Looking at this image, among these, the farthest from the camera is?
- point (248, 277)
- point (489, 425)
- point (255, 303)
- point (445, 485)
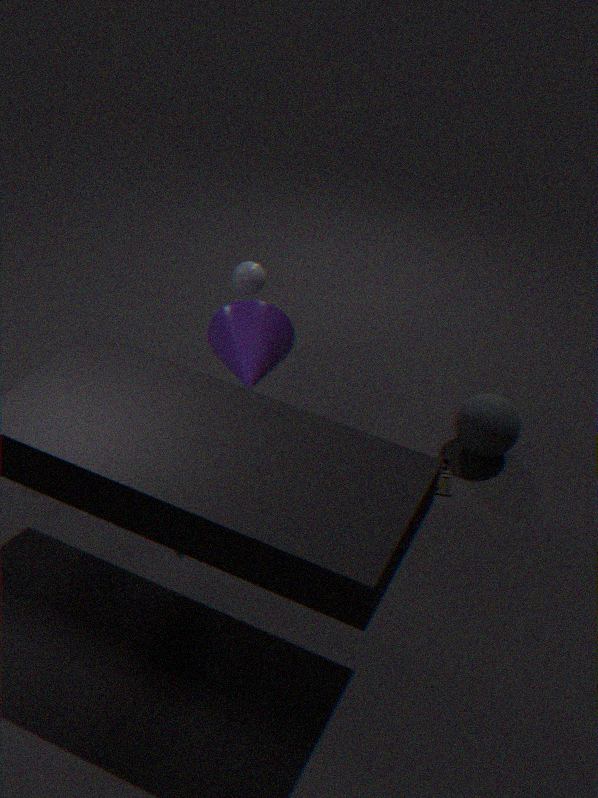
point (489, 425)
